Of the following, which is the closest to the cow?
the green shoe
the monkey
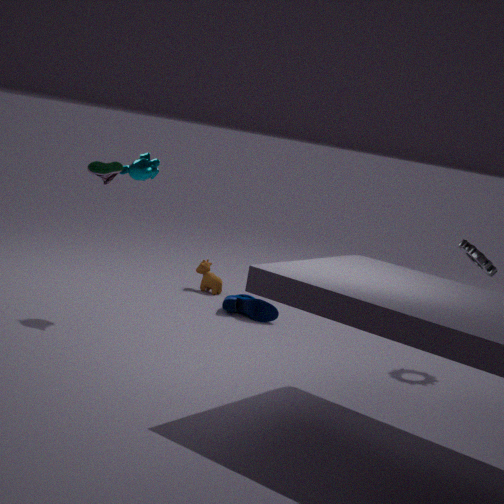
the monkey
